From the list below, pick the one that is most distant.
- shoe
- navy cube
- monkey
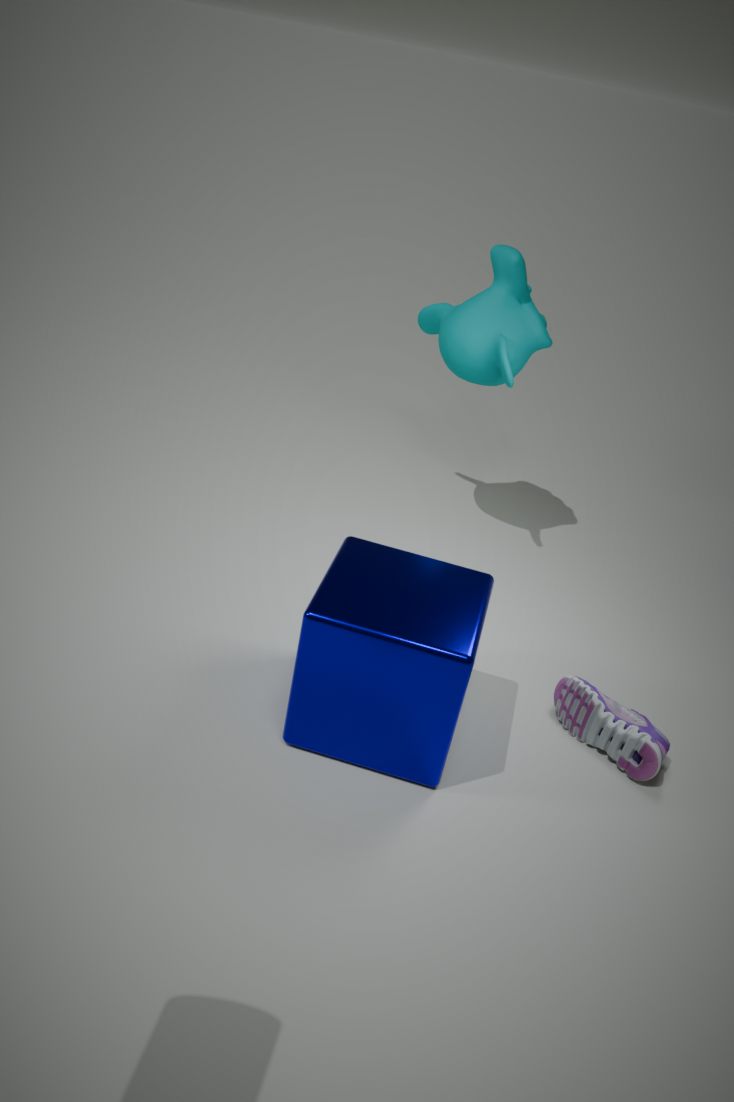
monkey
